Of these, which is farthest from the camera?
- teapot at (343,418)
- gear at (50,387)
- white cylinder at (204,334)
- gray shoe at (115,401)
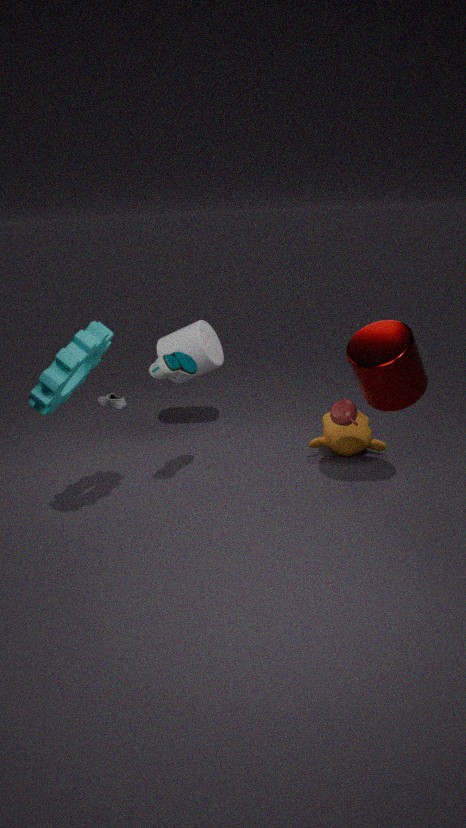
gray shoe at (115,401)
